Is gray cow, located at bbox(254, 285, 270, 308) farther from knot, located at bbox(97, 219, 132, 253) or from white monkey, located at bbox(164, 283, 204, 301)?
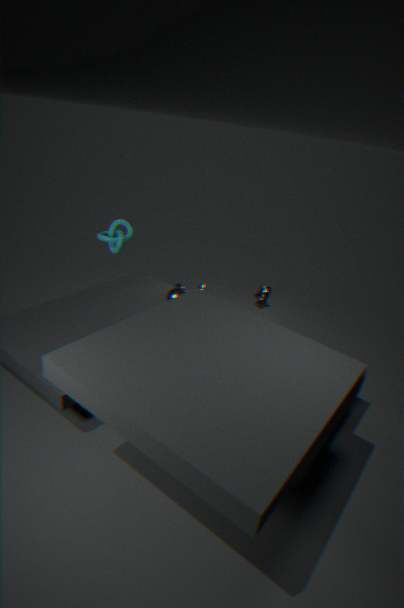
knot, located at bbox(97, 219, 132, 253)
